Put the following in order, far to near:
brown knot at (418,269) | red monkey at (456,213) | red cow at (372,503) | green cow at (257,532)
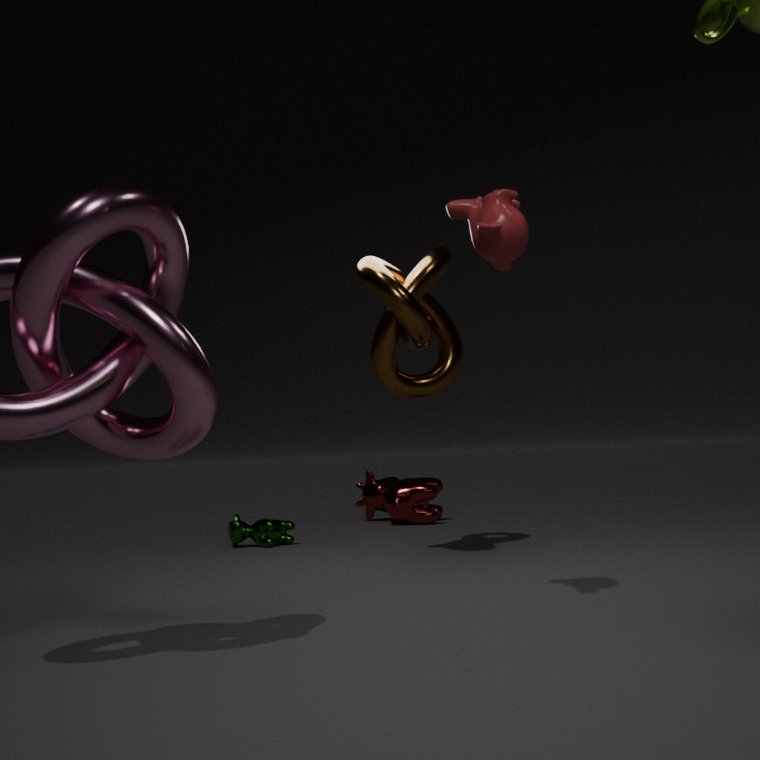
red cow at (372,503) < green cow at (257,532) < brown knot at (418,269) < red monkey at (456,213)
